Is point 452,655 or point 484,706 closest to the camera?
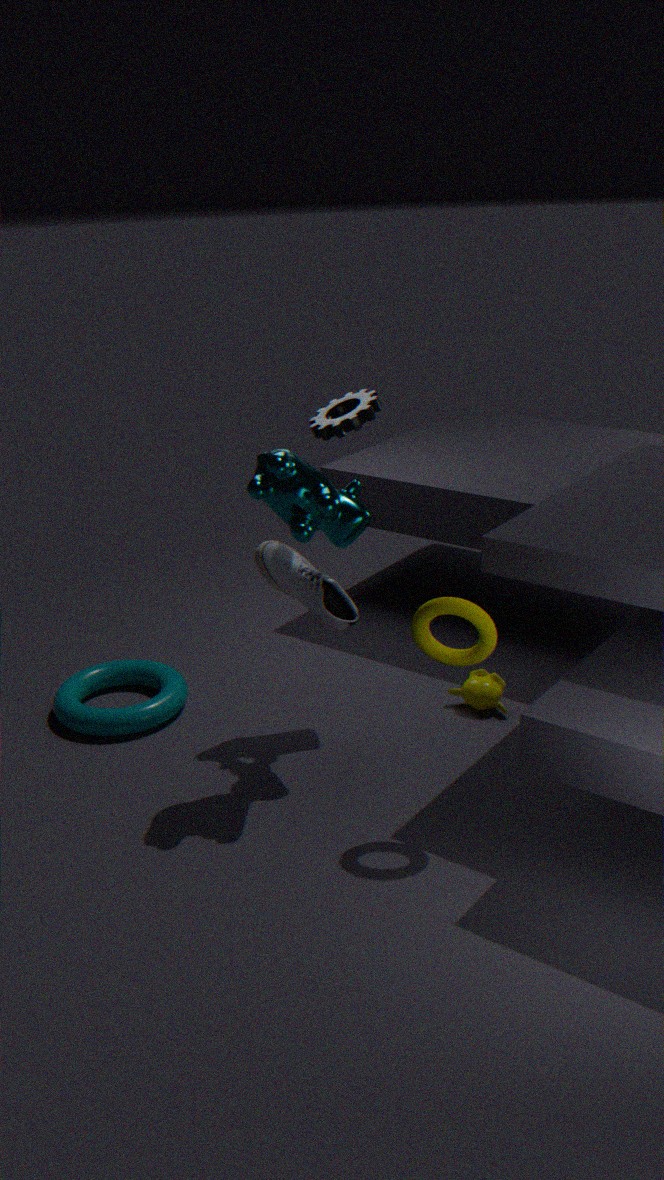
point 452,655
